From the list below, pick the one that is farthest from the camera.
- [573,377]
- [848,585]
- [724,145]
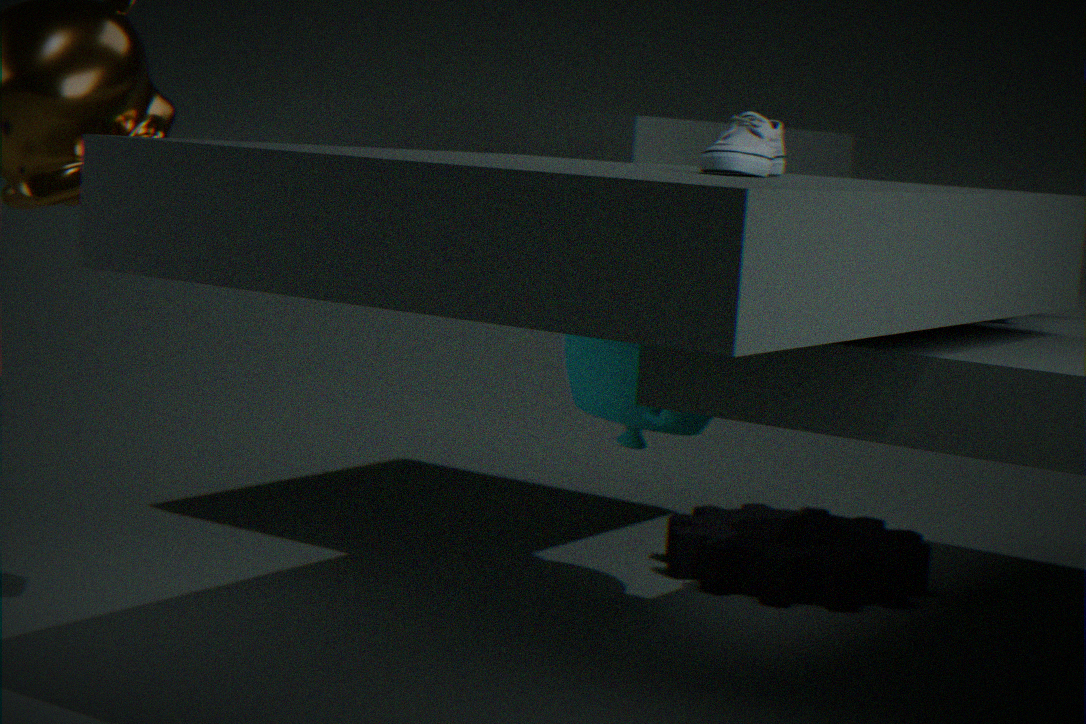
[848,585]
